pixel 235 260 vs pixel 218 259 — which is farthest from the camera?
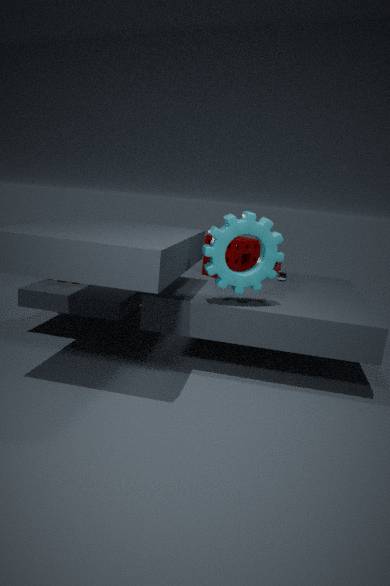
pixel 235 260
